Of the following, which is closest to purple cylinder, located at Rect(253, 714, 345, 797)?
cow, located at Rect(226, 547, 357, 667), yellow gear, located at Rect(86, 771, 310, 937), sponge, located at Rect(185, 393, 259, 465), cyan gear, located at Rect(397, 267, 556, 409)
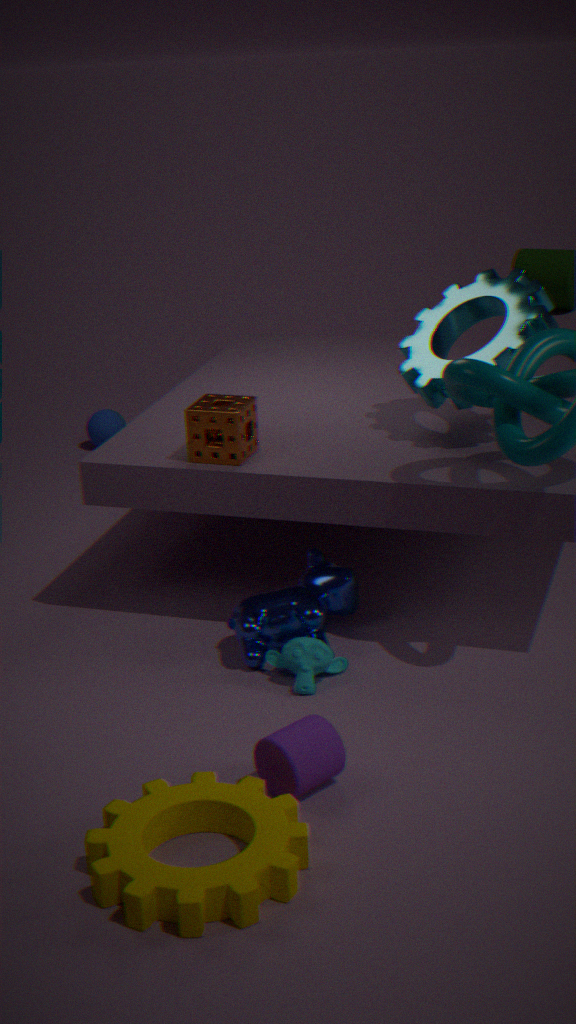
yellow gear, located at Rect(86, 771, 310, 937)
